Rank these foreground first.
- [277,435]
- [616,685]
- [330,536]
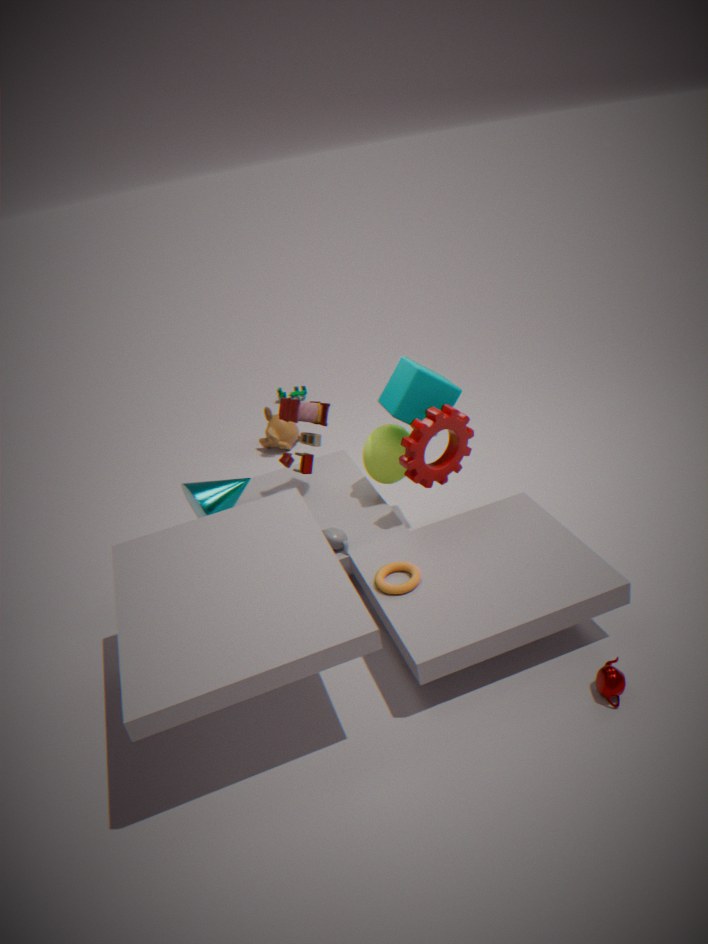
[616,685] < [330,536] < [277,435]
